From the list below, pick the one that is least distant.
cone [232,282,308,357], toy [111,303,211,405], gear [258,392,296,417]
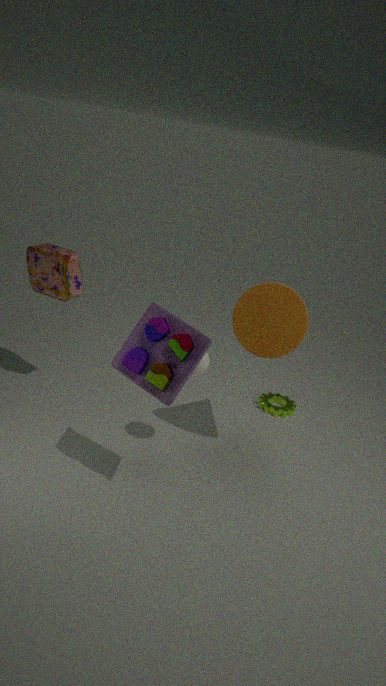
toy [111,303,211,405]
